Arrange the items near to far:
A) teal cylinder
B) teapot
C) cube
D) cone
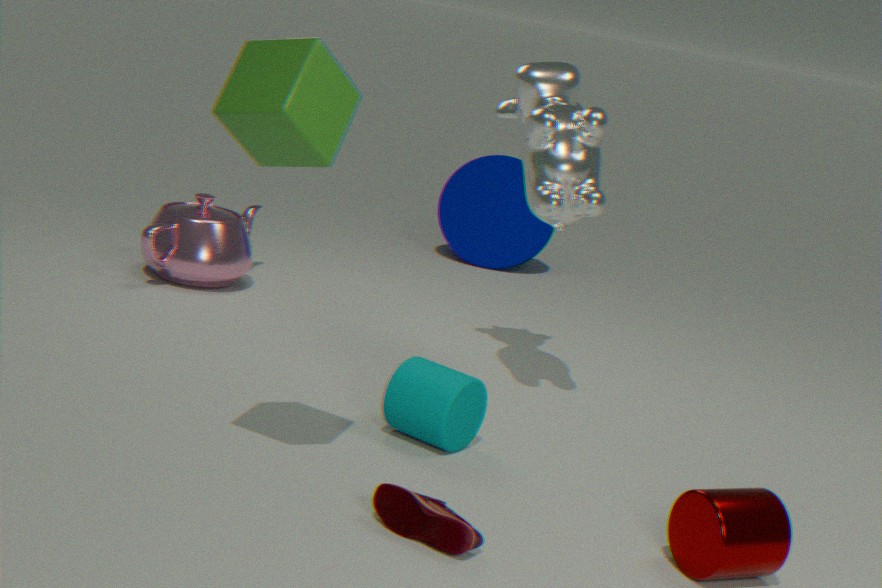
cube, teal cylinder, teapot, cone
